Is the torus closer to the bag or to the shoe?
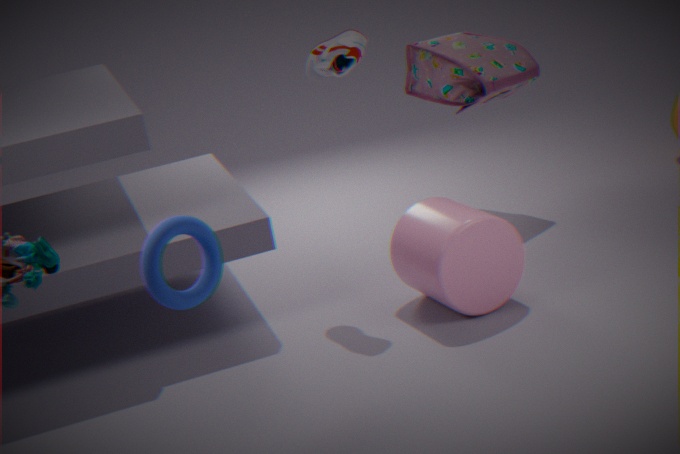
the shoe
